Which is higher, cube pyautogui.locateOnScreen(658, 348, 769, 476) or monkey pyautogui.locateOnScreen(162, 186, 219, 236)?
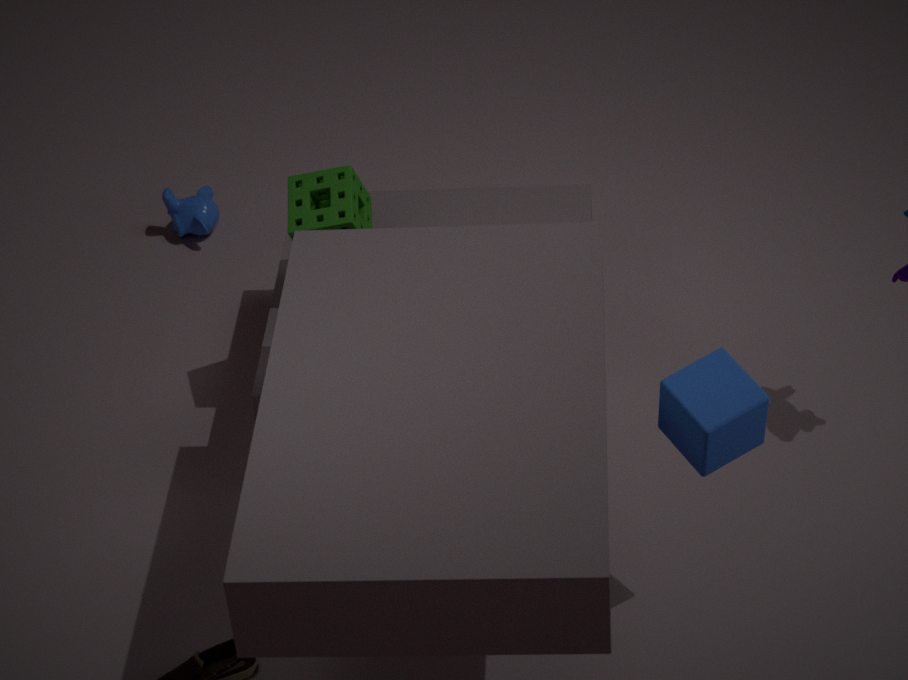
cube pyautogui.locateOnScreen(658, 348, 769, 476)
